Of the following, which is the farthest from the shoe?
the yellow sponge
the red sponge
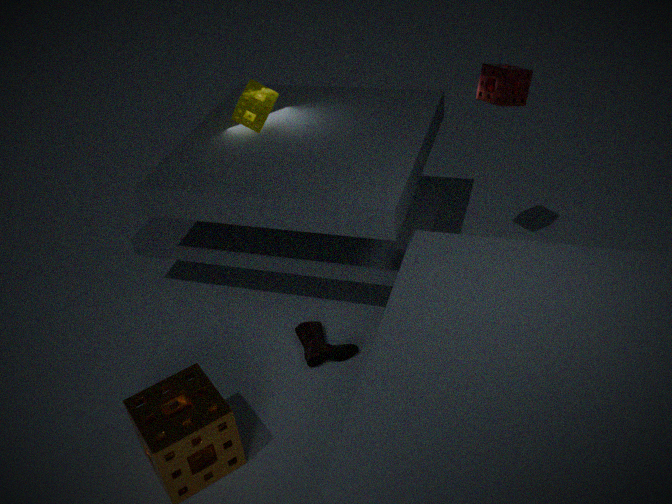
the red sponge
